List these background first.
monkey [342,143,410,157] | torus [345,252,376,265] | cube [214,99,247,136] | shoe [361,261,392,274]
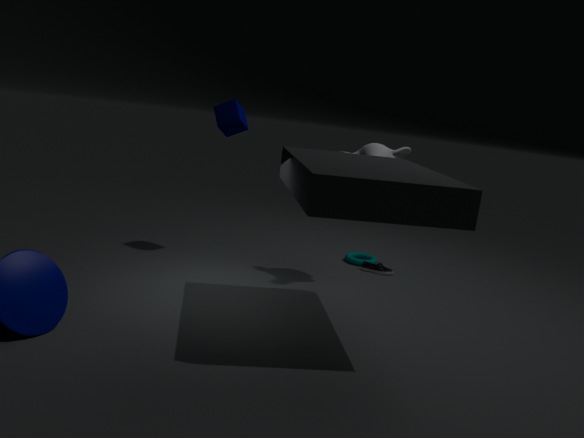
torus [345,252,376,265]
shoe [361,261,392,274]
cube [214,99,247,136]
monkey [342,143,410,157]
